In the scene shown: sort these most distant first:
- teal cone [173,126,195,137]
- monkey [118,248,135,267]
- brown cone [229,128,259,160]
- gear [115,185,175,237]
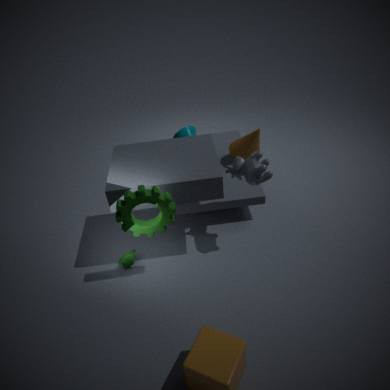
1. teal cone [173,126,195,137]
2. brown cone [229,128,259,160]
3. monkey [118,248,135,267]
4. gear [115,185,175,237]
